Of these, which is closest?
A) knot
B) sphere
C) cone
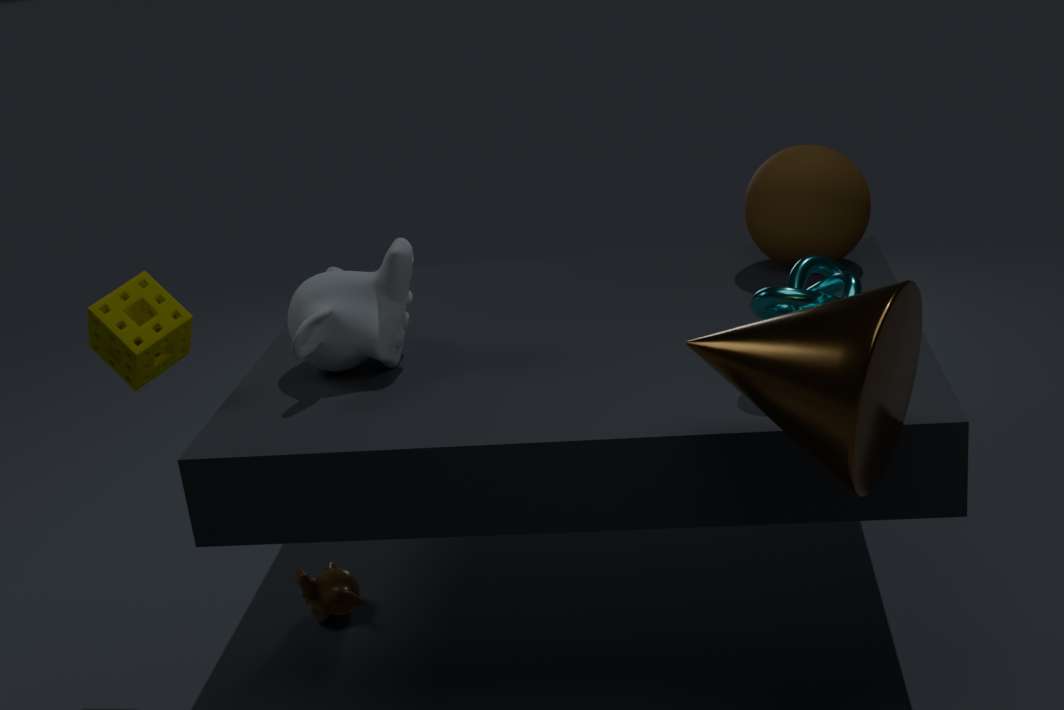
cone
